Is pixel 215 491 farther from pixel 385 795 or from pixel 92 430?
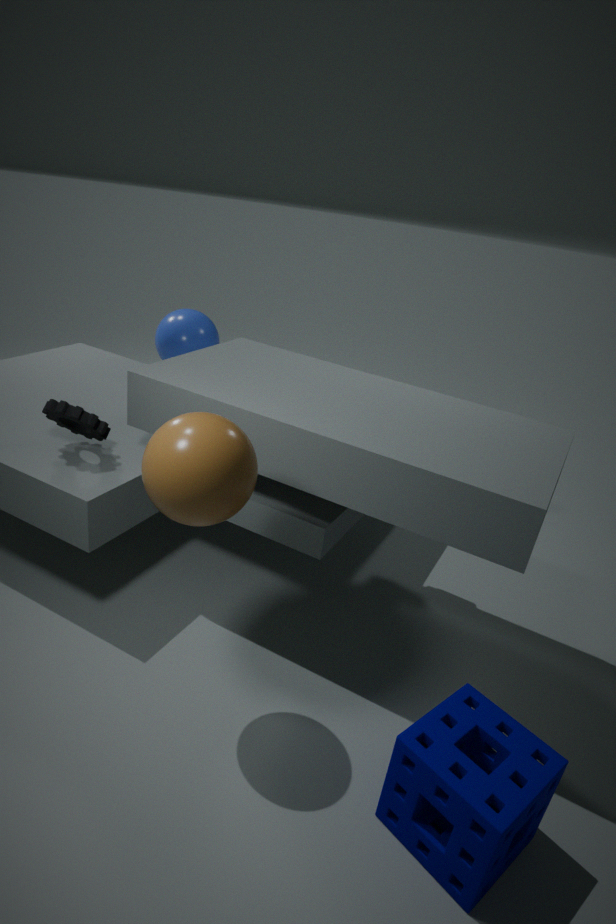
pixel 385 795
